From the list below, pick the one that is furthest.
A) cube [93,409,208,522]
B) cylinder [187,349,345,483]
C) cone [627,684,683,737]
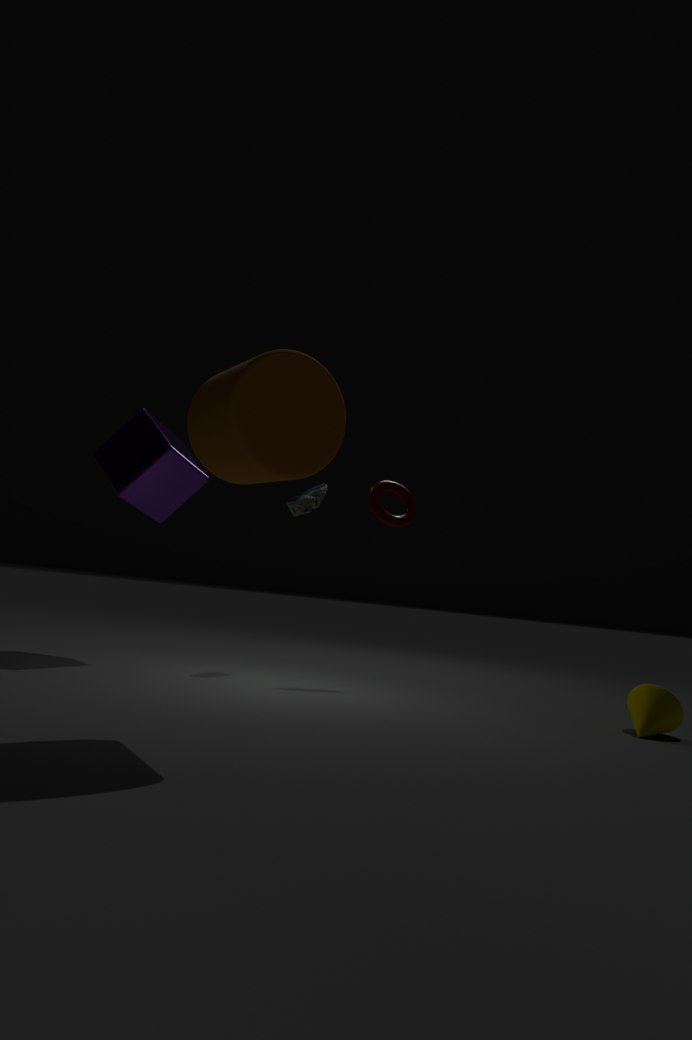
cube [93,409,208,522]
